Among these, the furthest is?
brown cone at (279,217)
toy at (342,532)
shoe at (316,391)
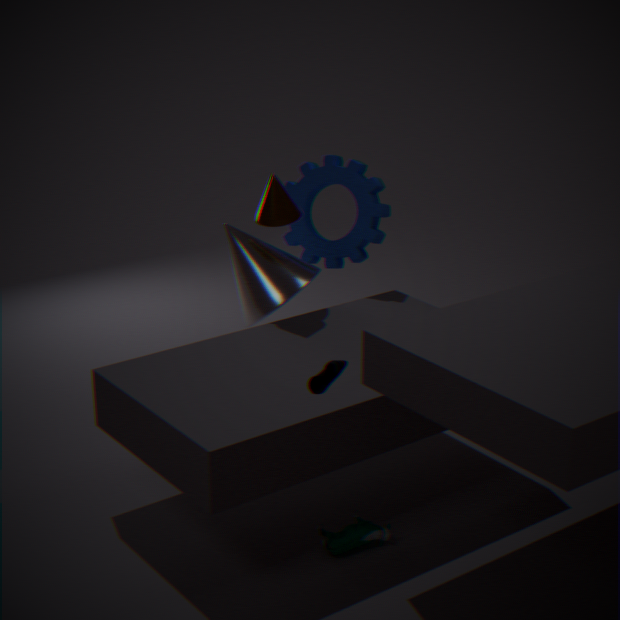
brown cone at (279,217)
